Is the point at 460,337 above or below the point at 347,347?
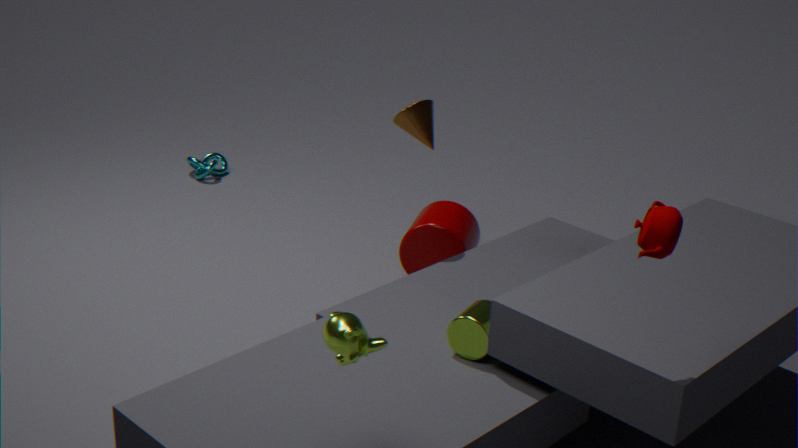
below
